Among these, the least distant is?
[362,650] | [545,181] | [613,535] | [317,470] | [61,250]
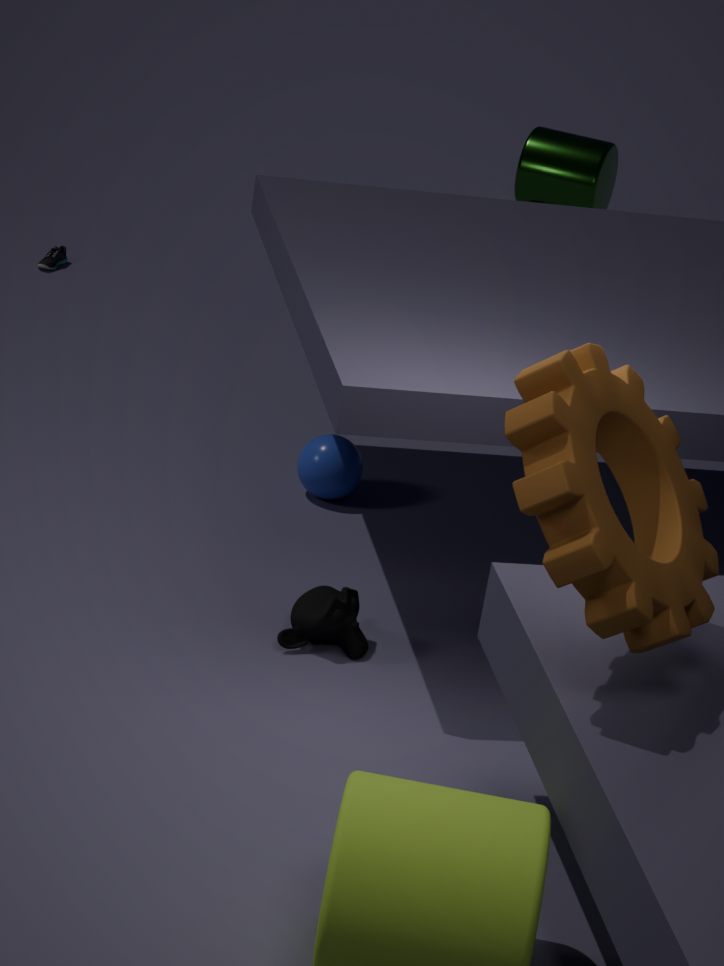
[613,535]
